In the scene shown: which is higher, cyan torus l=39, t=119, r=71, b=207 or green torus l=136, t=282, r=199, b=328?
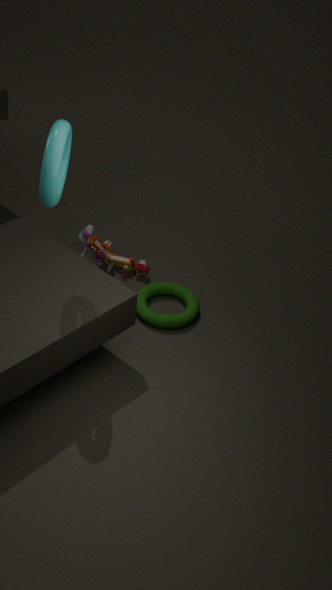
cyan torus l=39, t=119, r=71, b=207
